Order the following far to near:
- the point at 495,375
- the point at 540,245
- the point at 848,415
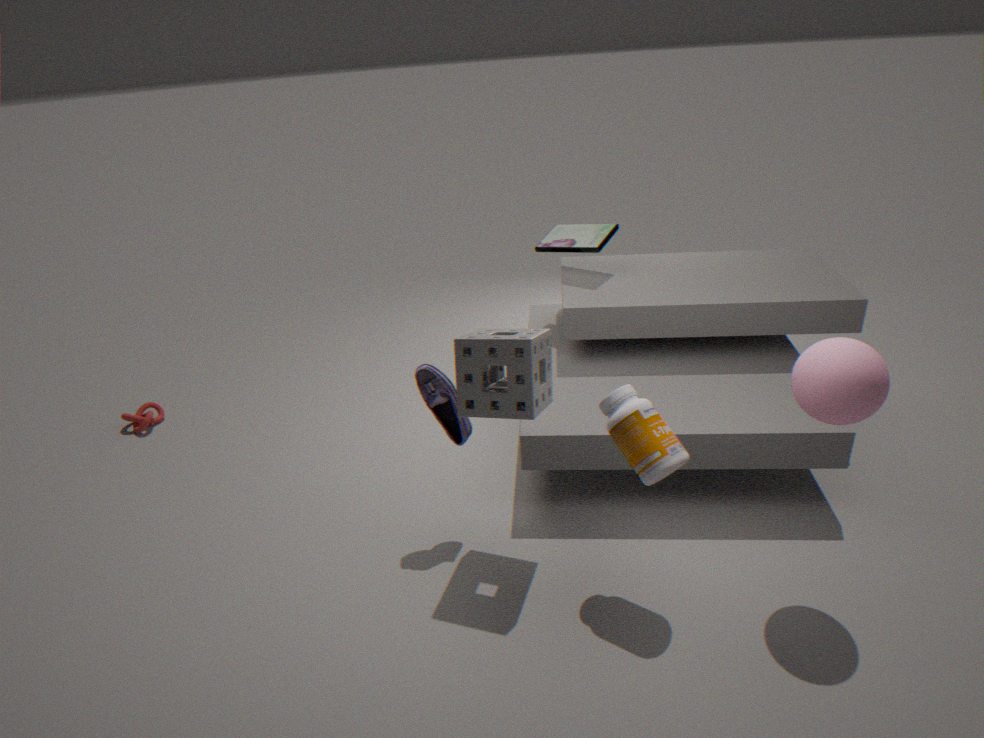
1. the point at 540,245
2. the point at 495,375
3. the point at 848,415
